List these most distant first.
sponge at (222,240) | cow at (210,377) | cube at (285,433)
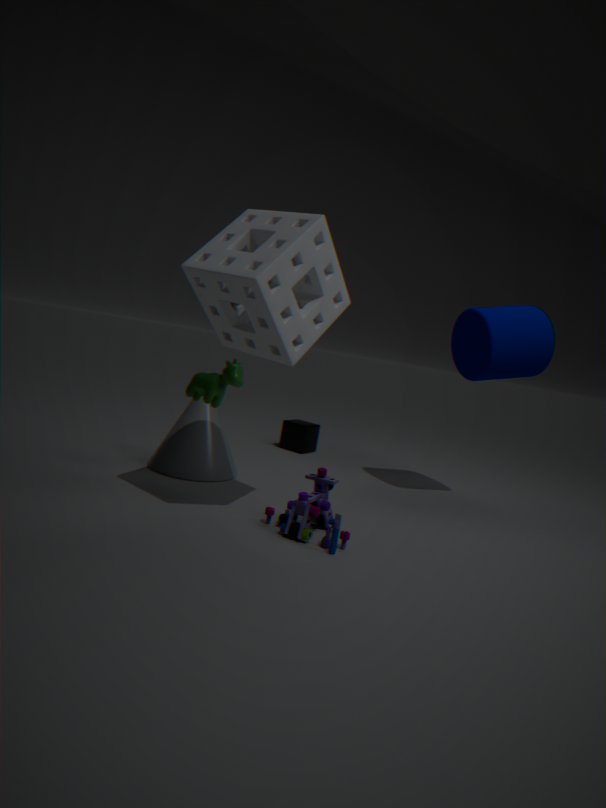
cube at (285,433) → cow at (210,377) → sponge at (222,240)
